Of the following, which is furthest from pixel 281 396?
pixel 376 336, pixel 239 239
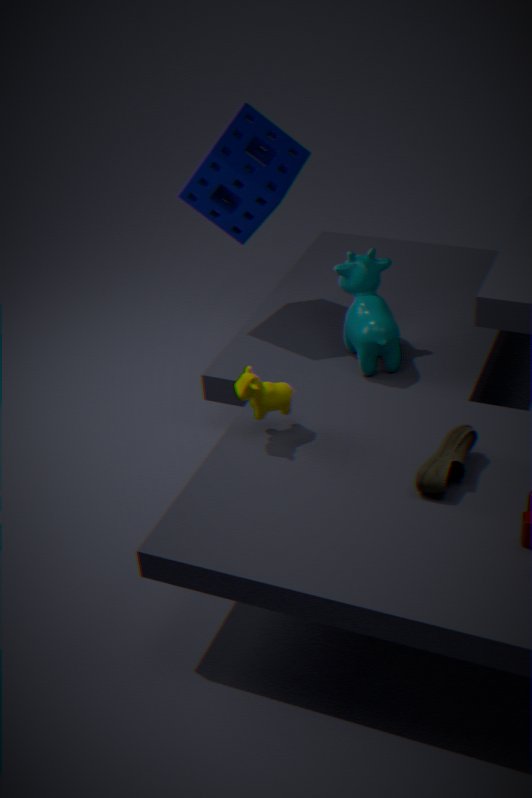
pixel 239 239
